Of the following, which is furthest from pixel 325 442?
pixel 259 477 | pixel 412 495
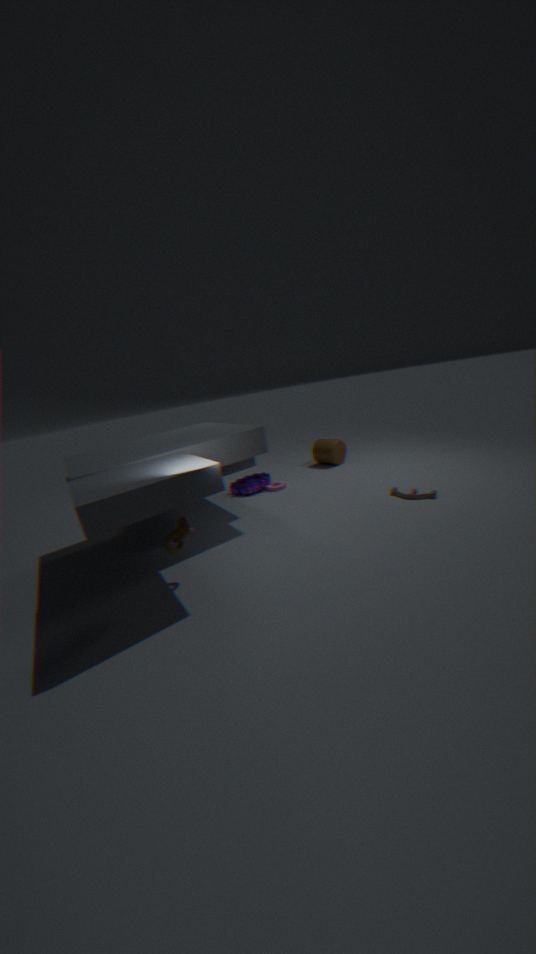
pixel 412 495
